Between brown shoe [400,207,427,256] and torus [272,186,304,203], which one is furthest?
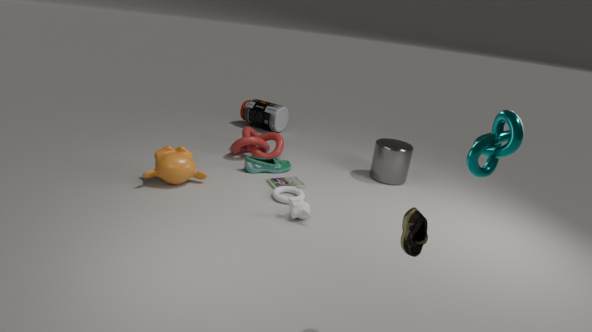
torus [272,186,304,203]
